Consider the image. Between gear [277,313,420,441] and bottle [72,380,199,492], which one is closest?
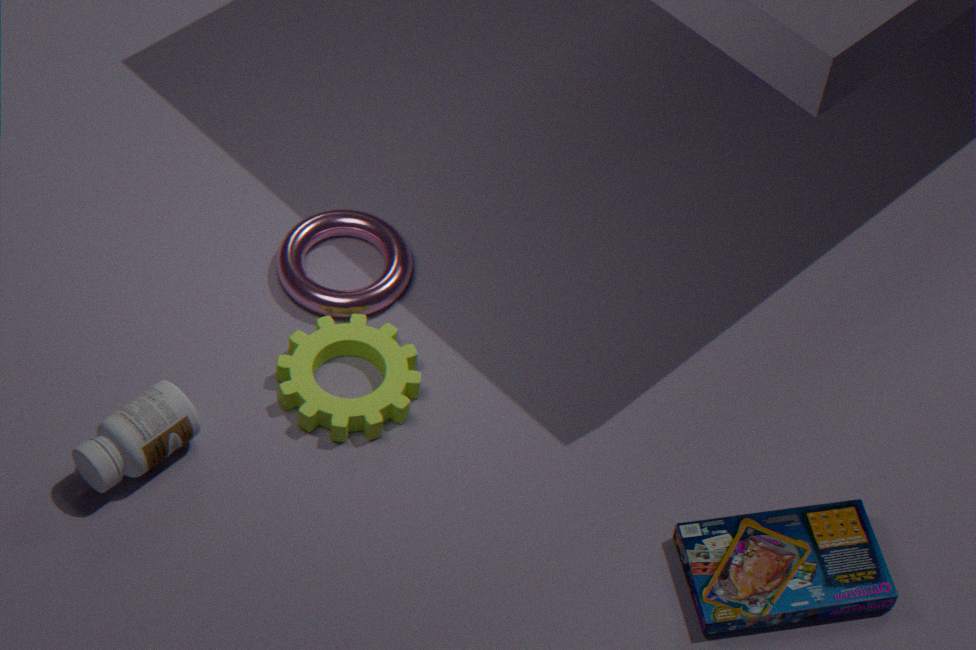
bottle [72,380,199,492]
